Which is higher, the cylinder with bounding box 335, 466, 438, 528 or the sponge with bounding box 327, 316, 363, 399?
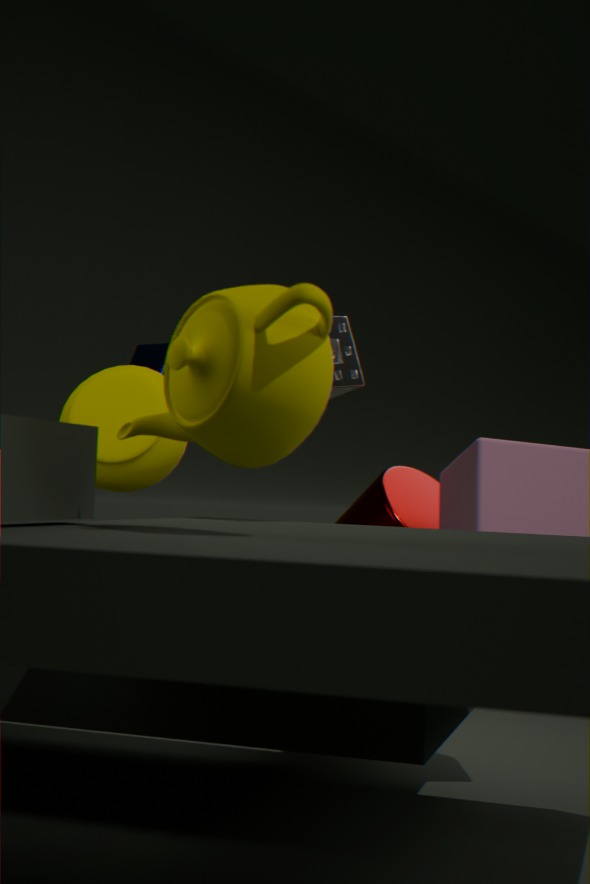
the sponge with bounding box 327, 316, 363, 399
